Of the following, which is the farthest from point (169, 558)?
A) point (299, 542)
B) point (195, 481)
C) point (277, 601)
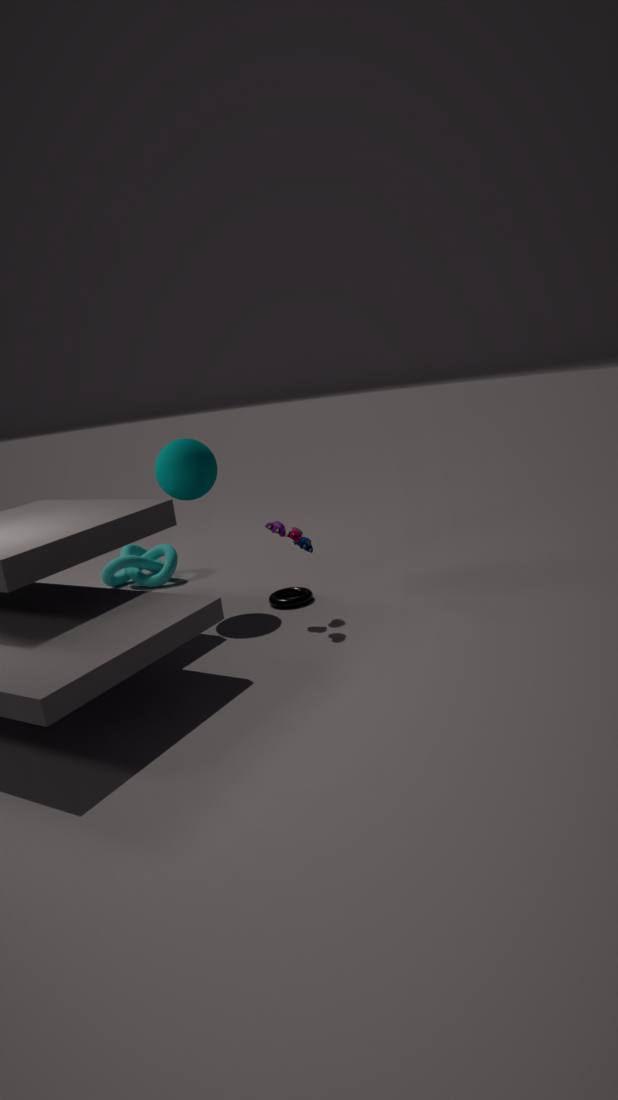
point (299, 542)
